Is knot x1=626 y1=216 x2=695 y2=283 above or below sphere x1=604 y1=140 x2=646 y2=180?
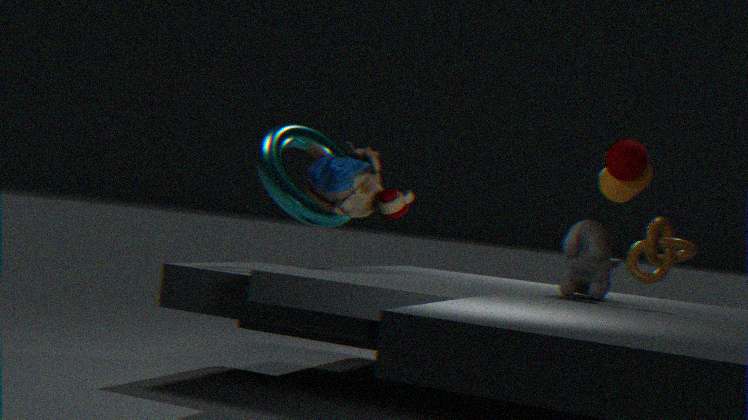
below
